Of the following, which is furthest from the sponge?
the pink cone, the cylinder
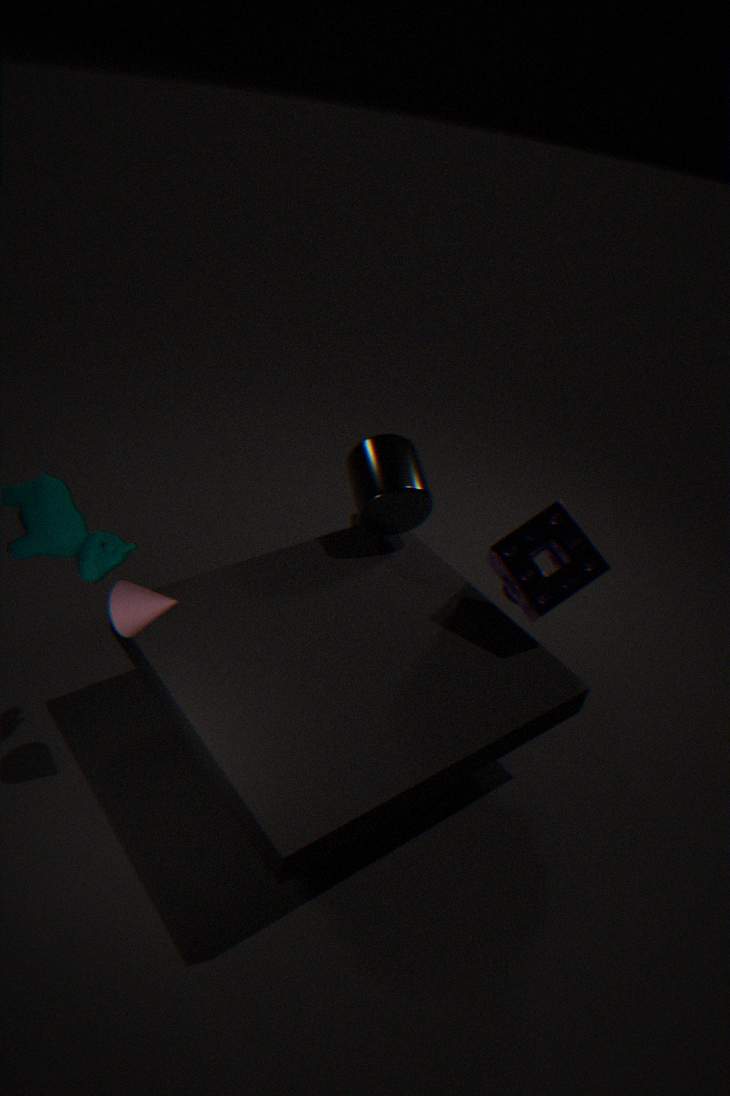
the pink cone
